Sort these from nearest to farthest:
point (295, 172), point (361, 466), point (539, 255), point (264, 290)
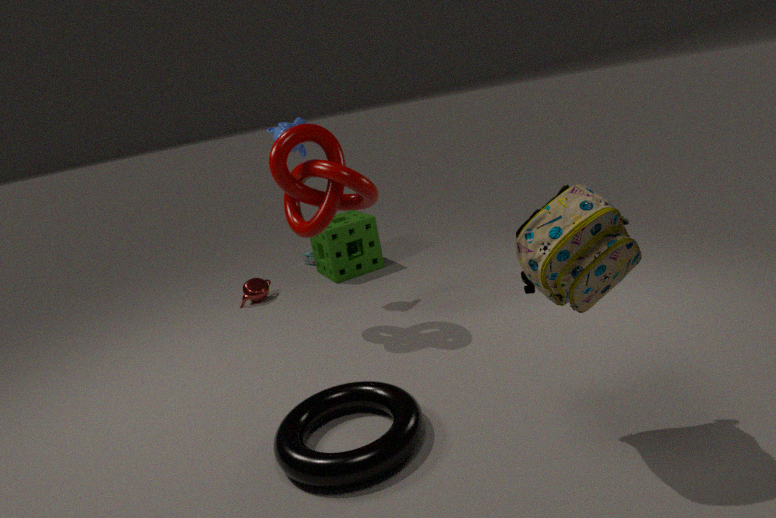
point (539, 255) → point (361, 466) → point (295, 172) → point (264, 290)
